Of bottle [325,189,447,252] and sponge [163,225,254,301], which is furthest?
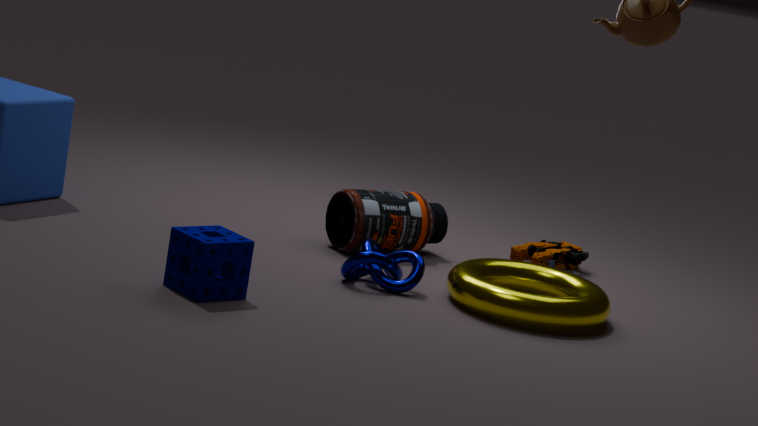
bottle [325,189,447,252]
